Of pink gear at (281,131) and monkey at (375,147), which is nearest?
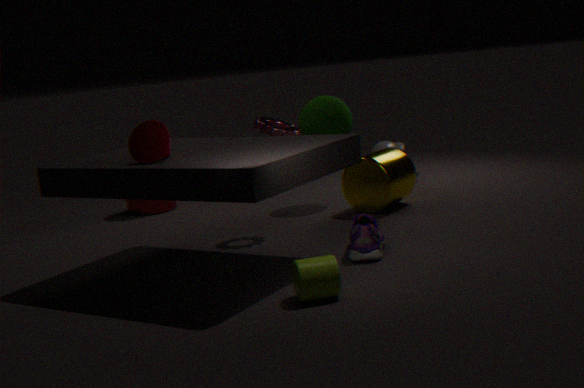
pink gear at (281,131)
